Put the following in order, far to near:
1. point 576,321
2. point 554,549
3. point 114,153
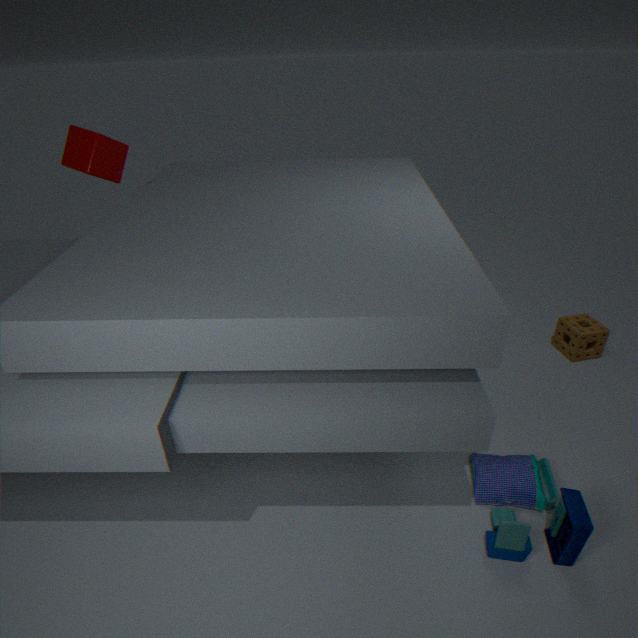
point 576,321 → point 114,153 → point 554,549
